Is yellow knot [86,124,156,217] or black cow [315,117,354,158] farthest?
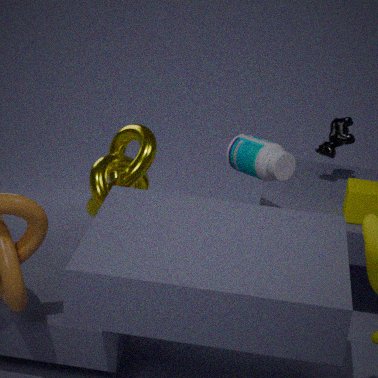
black cow [315,117,354,158]
